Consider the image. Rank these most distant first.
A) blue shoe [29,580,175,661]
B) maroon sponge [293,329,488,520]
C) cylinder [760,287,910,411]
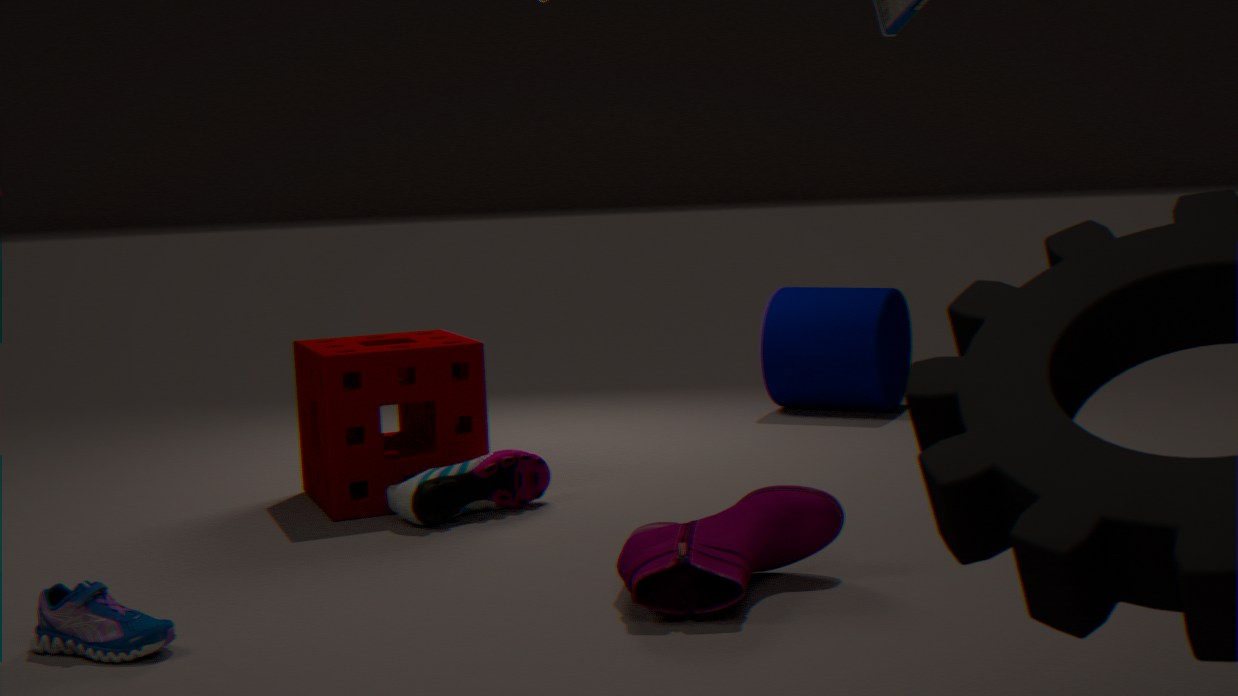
cylinder [760,287,910,411] → maroon sponge [293,329,488,520] → blue shoe [29,580,175,661]
